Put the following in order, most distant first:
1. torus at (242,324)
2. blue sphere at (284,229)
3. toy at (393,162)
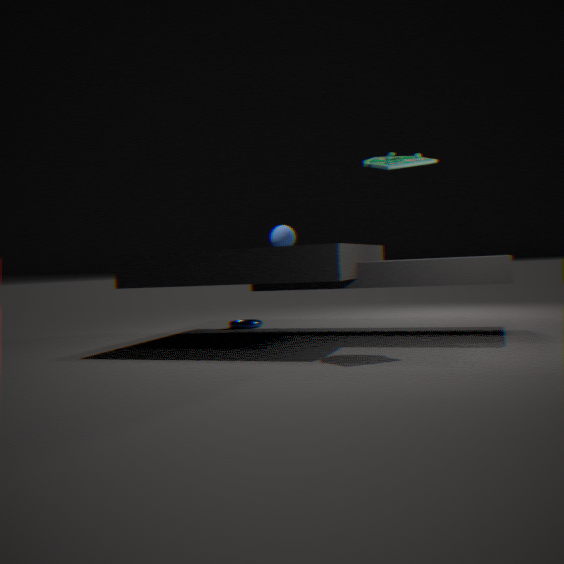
torus at (242,324) → blue sphere at (284,229) → toy at (393,162)
